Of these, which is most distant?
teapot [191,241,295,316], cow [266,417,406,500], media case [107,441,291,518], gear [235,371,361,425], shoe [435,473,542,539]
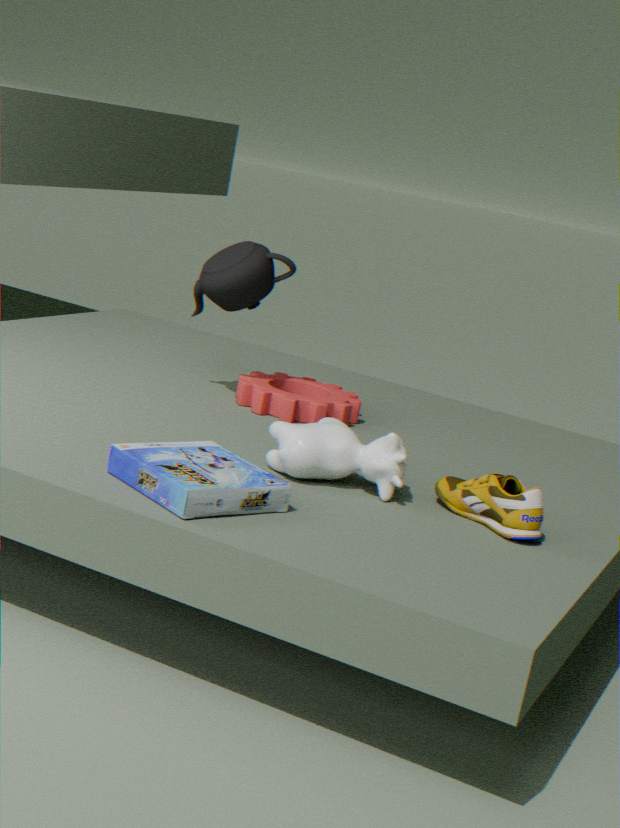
gear [235,371,361,425]
